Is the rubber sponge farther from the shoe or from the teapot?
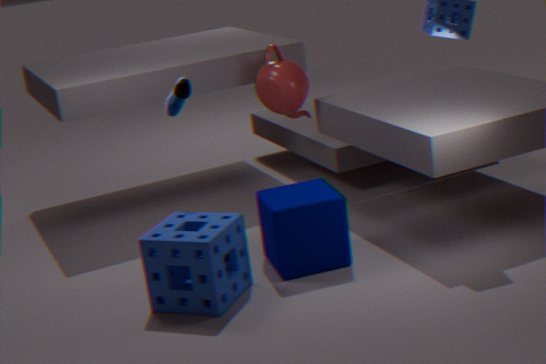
the teapot
